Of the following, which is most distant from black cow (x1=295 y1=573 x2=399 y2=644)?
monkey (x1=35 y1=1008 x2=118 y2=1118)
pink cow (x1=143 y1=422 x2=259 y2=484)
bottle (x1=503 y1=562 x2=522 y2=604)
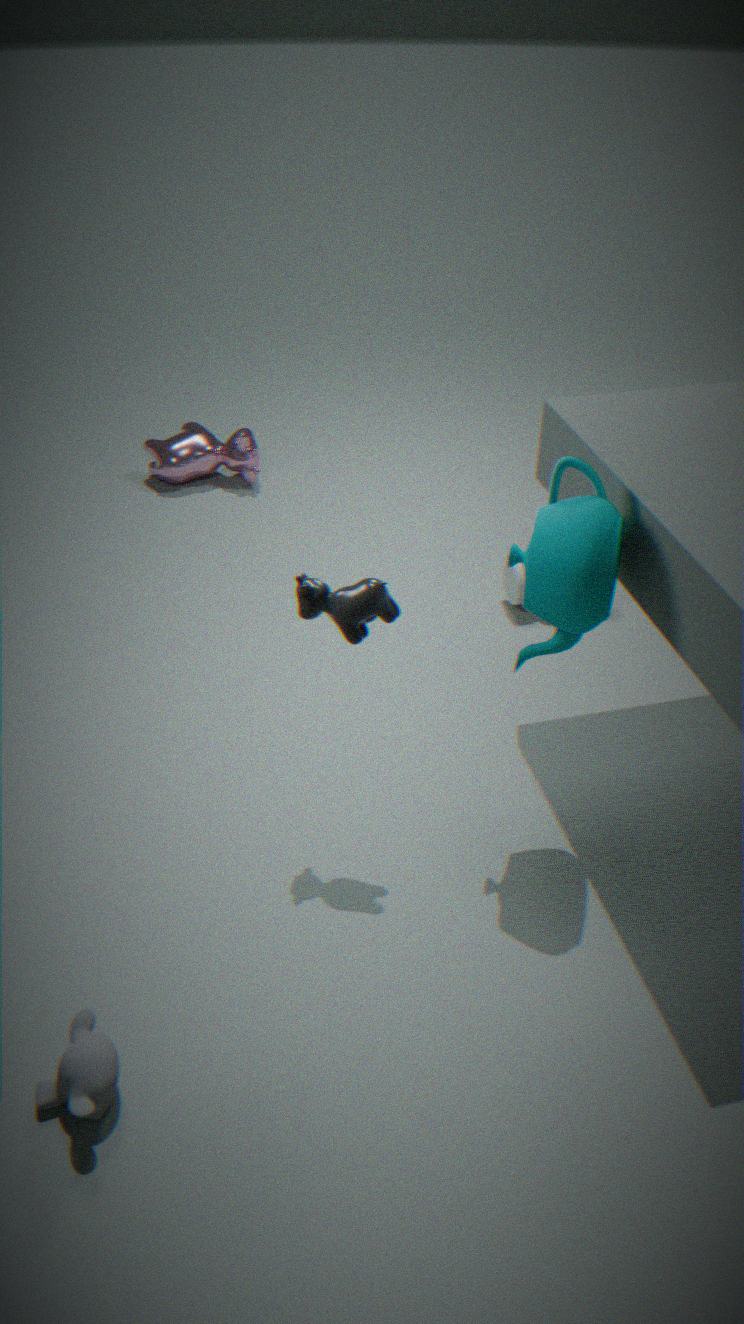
pink cow (x1=143 y1=422 x2=259 y2=484)
